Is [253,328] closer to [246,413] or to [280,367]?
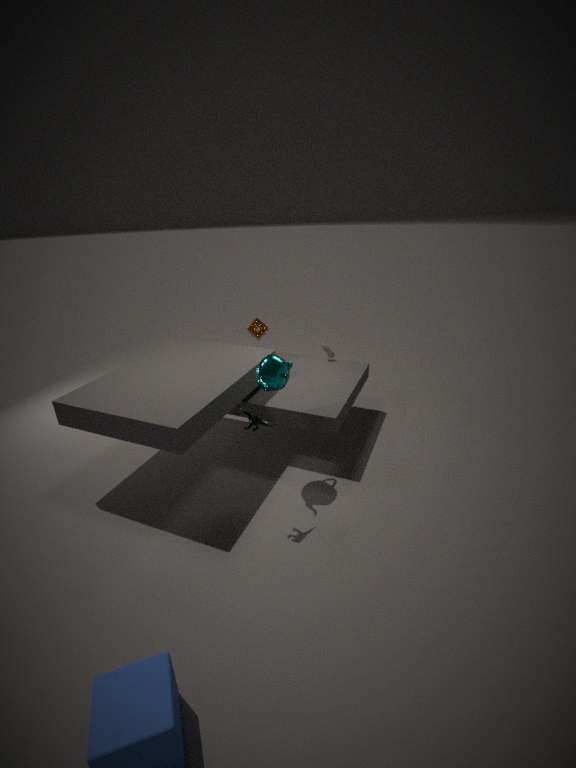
[280,367]
